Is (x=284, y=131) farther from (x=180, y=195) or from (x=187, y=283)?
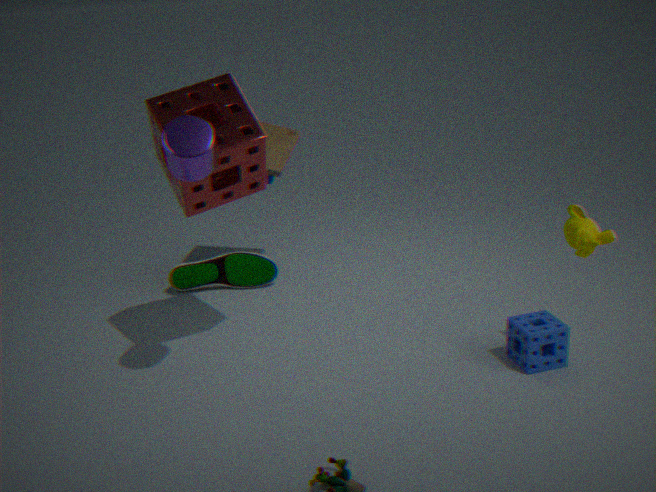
(x=180, y=195)
